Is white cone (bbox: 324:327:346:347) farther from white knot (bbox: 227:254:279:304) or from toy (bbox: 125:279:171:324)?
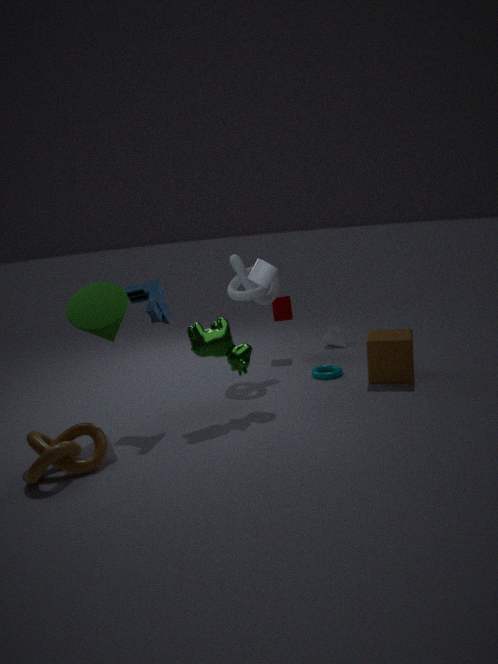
toy (bbox: 125:279:171:324)
